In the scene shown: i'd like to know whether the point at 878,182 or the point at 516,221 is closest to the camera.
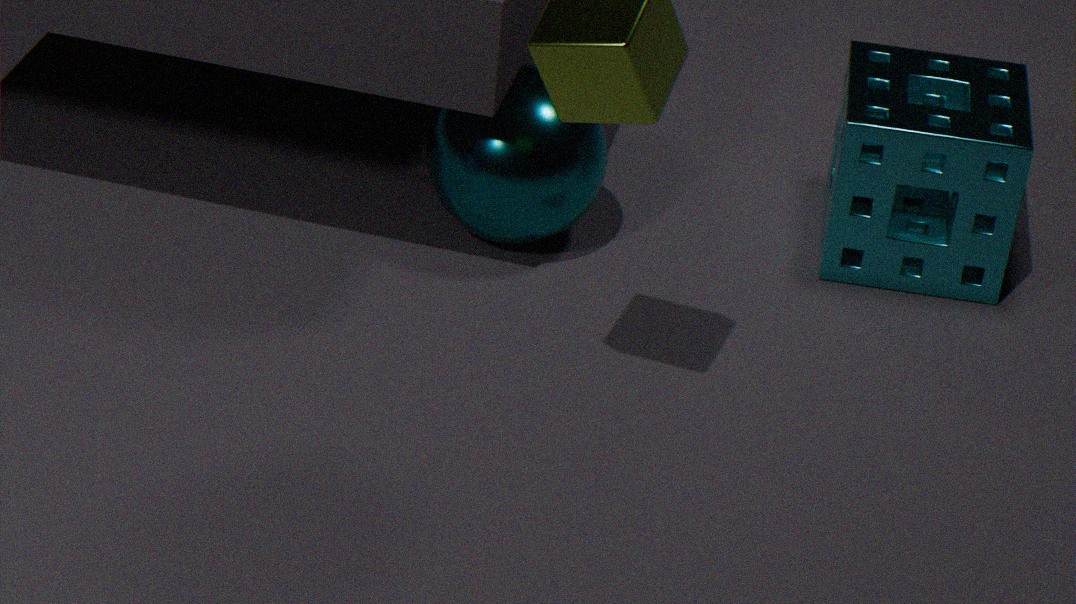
the point at 516,221
